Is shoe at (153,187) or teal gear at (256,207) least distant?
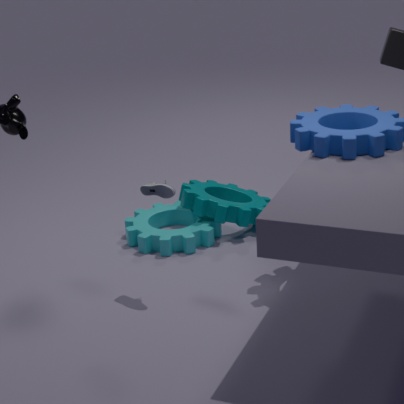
shoe at (153,187)
